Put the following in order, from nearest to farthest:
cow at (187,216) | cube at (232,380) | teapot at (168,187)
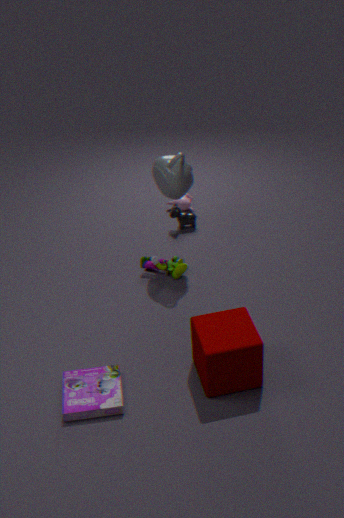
cube at (232,380) → teapot at (168,187) → cow at (187,216)
